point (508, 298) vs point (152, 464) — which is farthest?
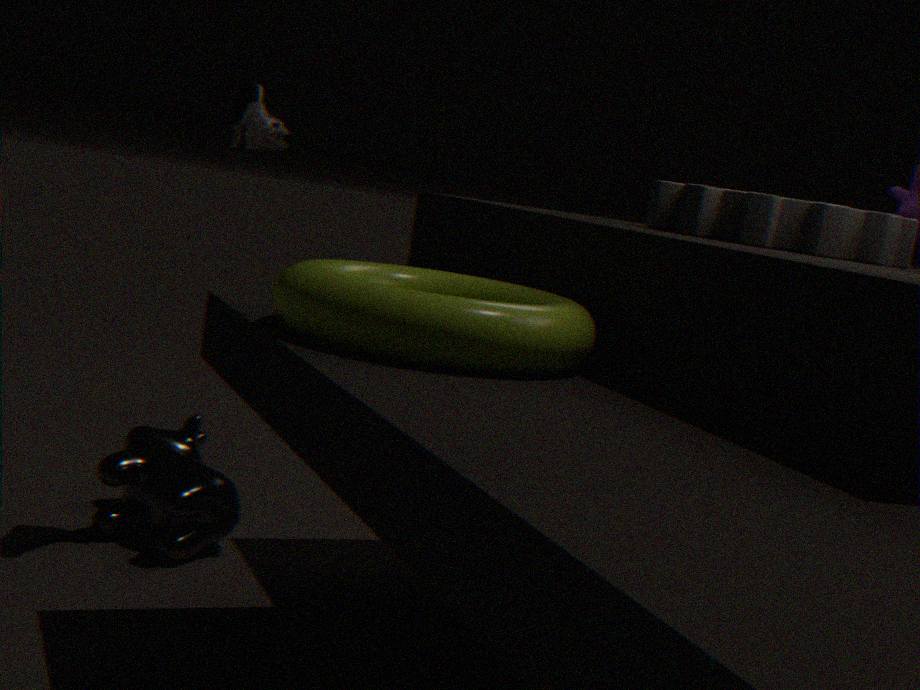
point (152, 464)
